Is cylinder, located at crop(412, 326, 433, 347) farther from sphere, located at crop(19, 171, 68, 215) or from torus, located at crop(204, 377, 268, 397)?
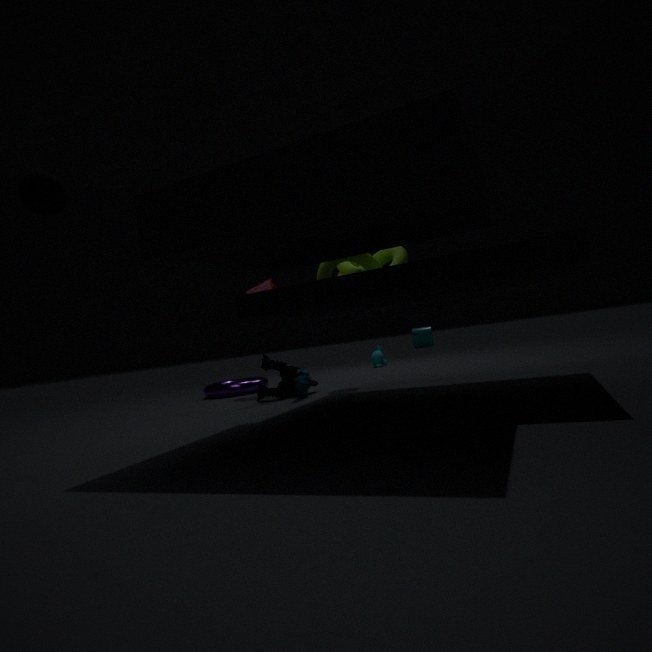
sphere, located at crop(19, 171, 68, 215)
